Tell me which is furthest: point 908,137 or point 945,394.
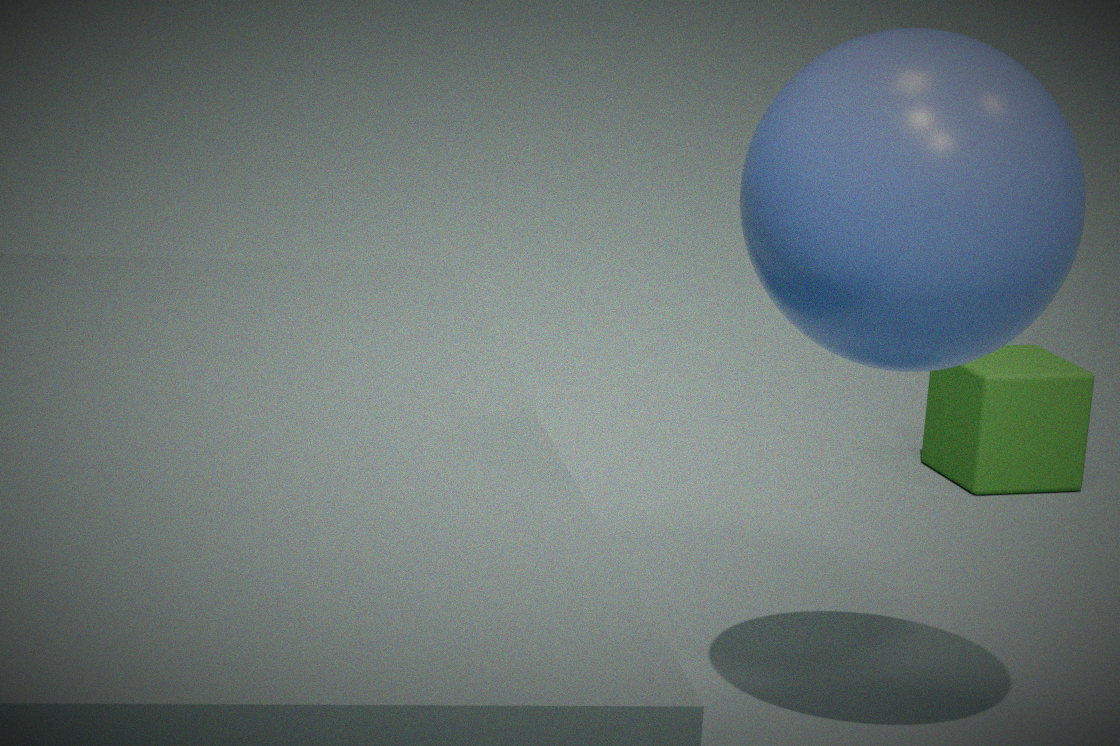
point 945,394
